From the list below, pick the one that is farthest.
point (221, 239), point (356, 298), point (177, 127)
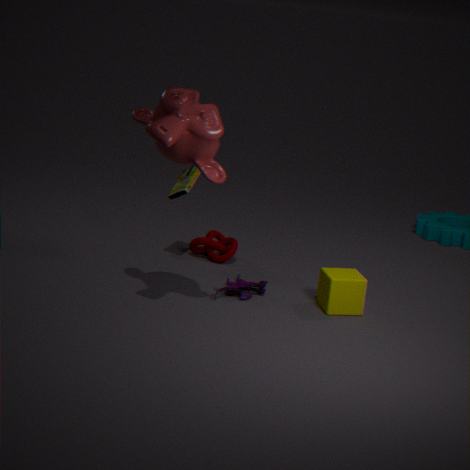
point (221, 239)
